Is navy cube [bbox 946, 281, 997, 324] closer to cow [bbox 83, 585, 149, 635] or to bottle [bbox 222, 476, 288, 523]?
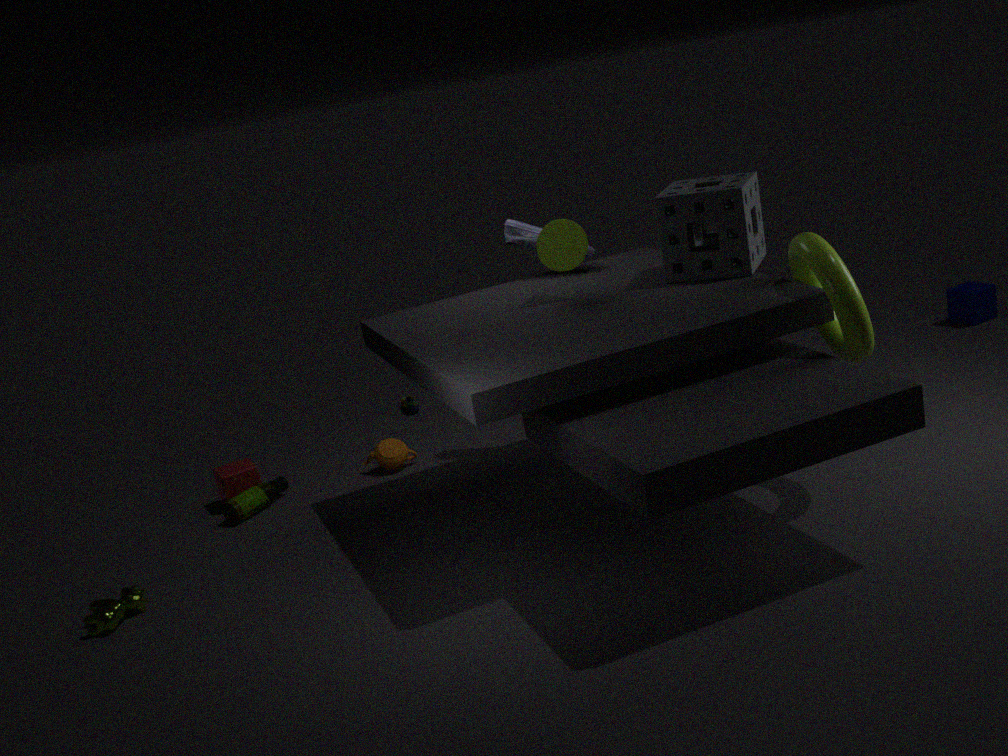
bottle [bbox 222, 476, 288, 523]
